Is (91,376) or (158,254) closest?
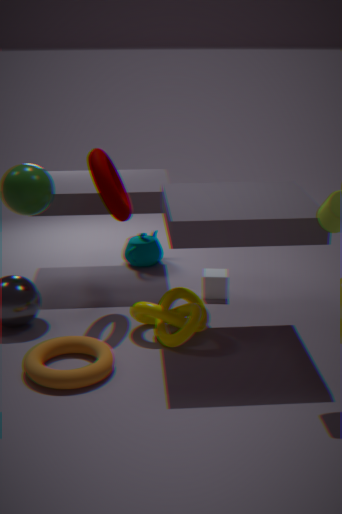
(91,376)
